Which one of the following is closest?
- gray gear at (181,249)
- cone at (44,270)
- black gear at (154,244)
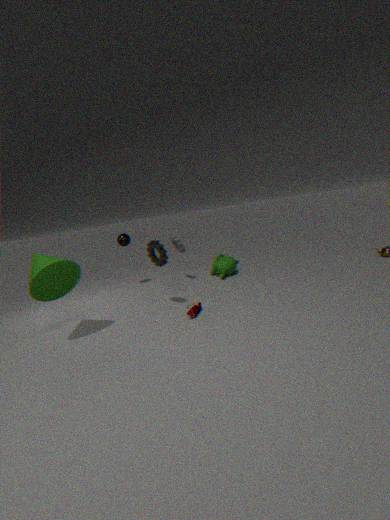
cone at (44,270)
